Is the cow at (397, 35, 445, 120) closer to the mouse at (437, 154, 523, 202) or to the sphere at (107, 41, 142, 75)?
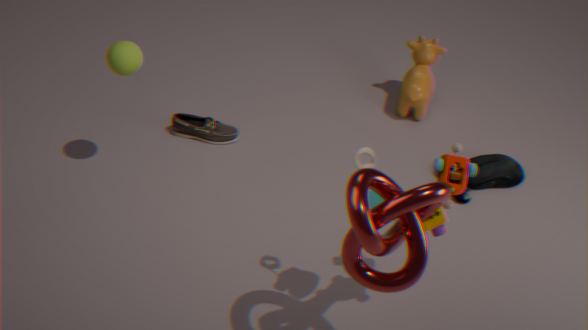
the mouse at (437, 154, 523, 202)
